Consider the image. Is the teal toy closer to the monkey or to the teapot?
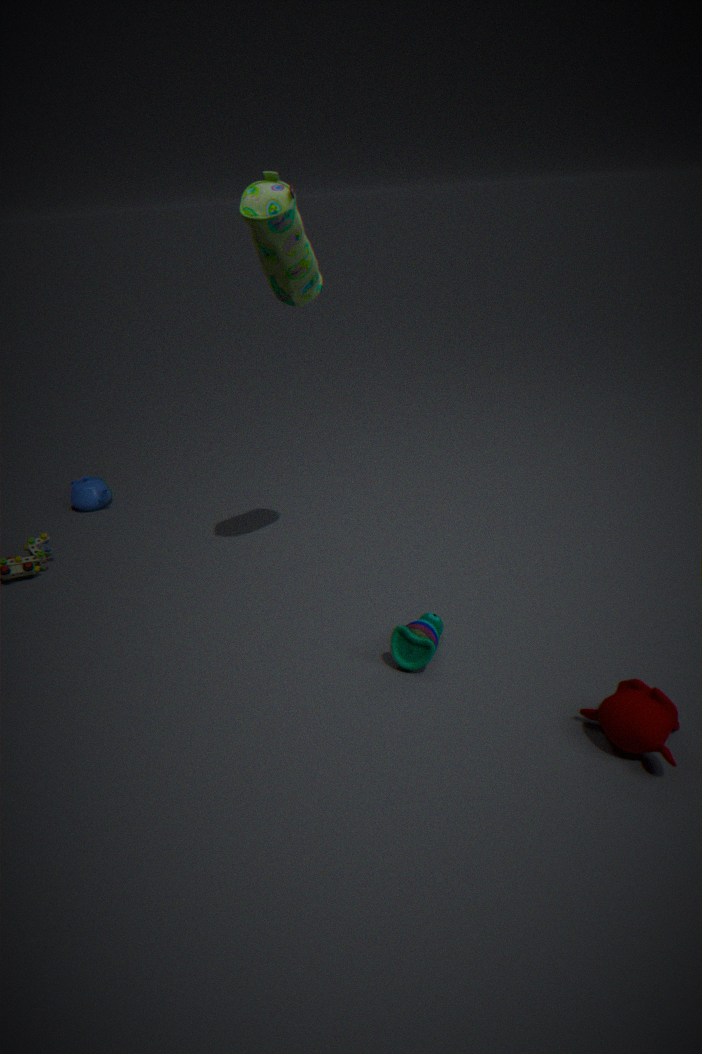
the monkey
